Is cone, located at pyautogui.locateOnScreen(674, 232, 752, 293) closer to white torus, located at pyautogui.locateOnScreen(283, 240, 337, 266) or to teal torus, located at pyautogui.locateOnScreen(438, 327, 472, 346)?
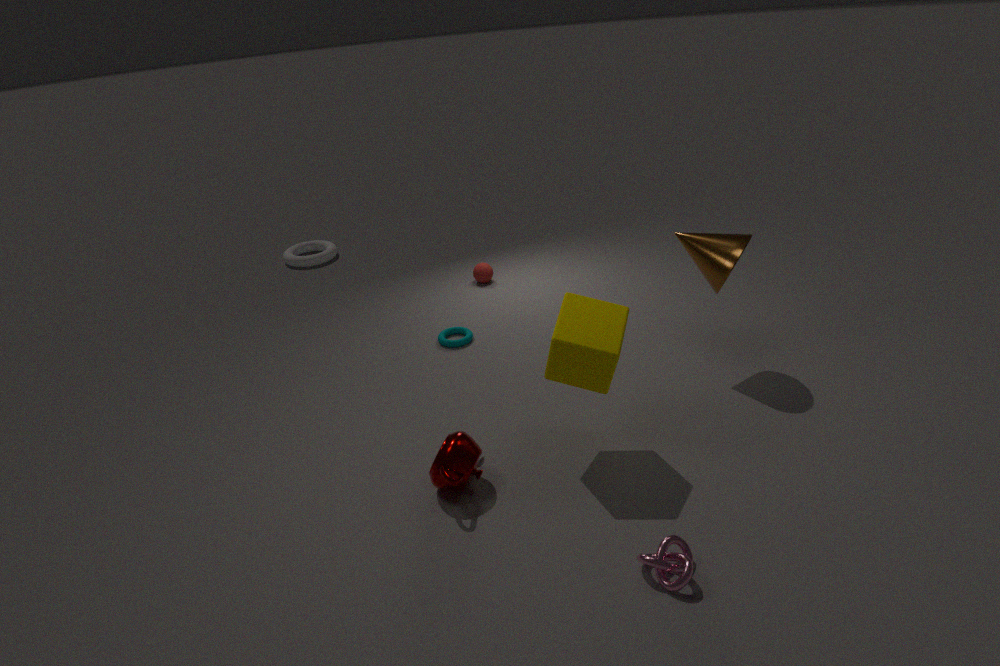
teal torus, located at pyautogui.locateOnScreen(438, 327, 472, 346)
